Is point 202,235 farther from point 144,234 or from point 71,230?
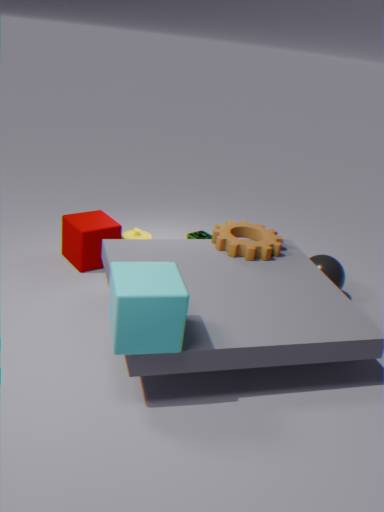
point 71,230
